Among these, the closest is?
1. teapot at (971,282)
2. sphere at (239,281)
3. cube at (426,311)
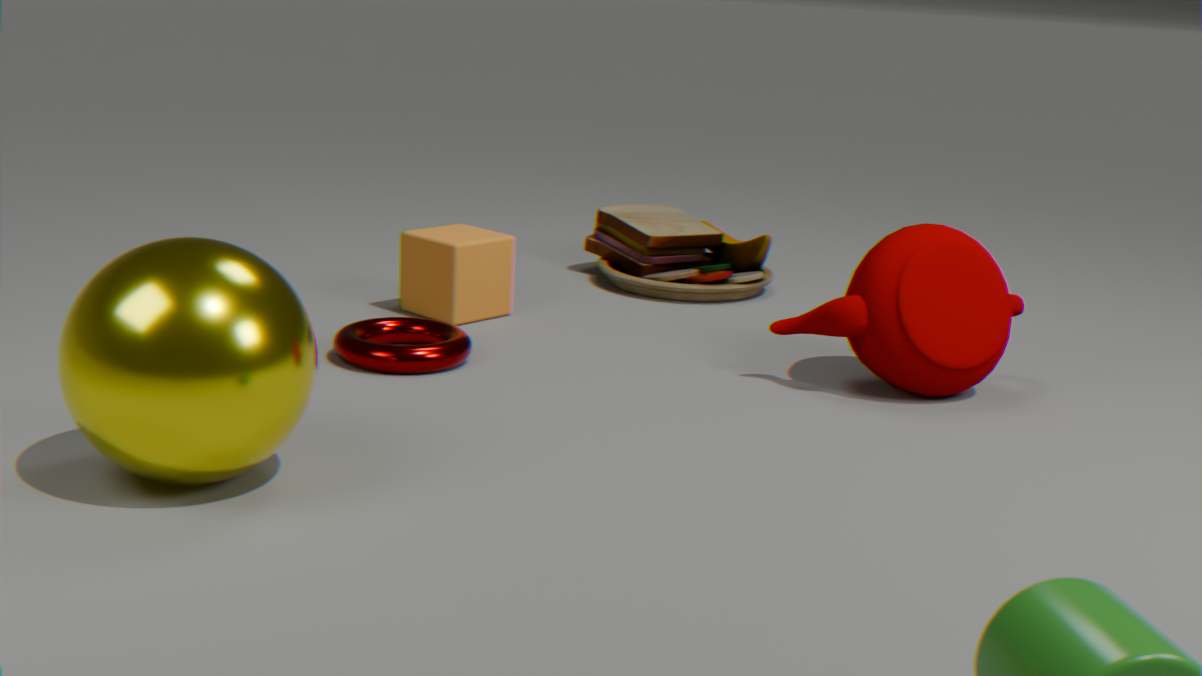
sphere at (239,281)
